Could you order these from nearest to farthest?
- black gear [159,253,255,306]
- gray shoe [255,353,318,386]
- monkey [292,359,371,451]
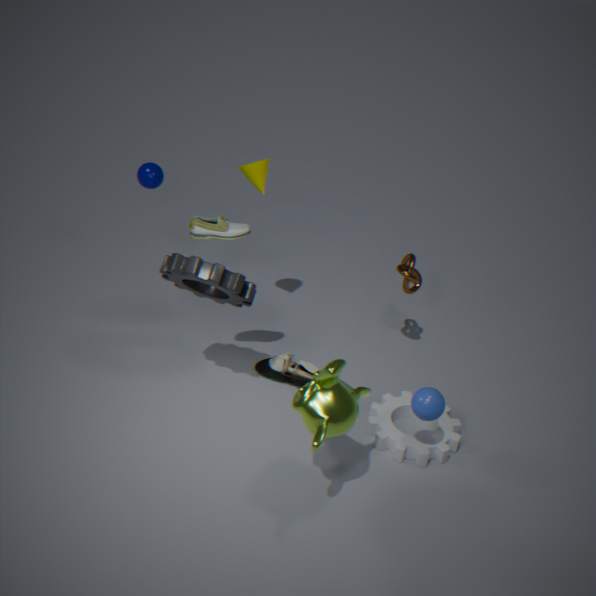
monkey [292,359,371,451] → black gear [159,253,255,306] → gray shoe [255,353,318,386]
